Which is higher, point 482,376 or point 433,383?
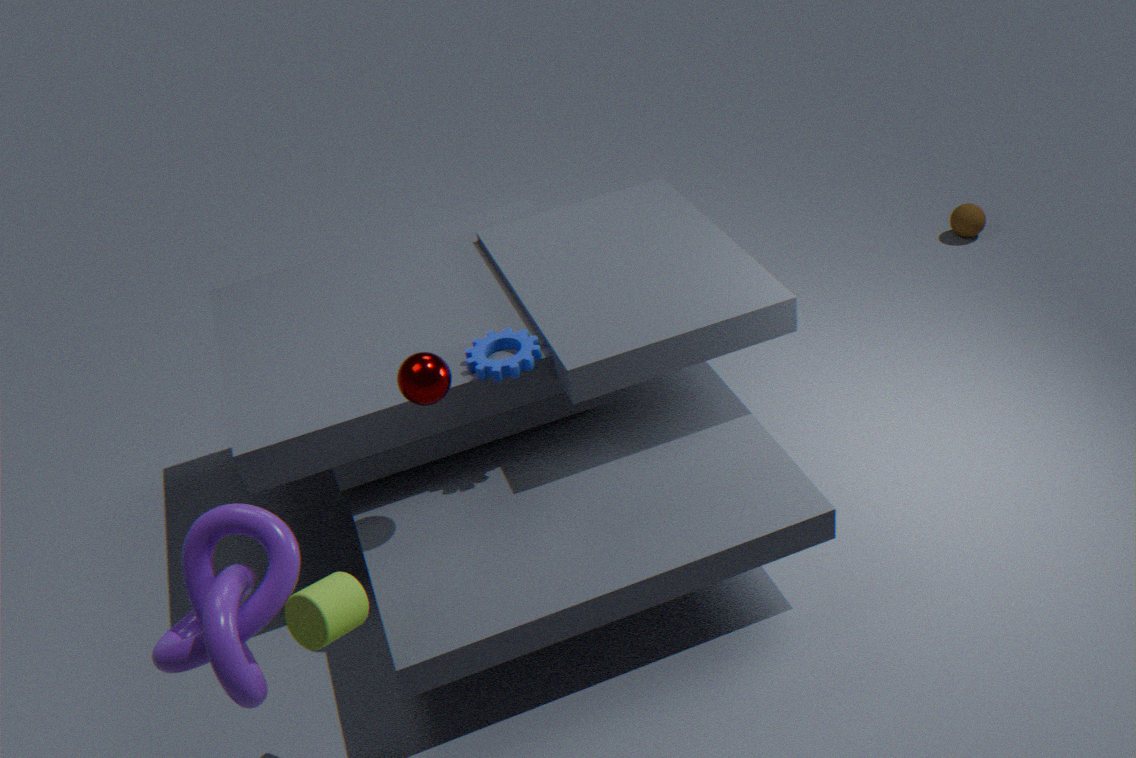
point 433,383
